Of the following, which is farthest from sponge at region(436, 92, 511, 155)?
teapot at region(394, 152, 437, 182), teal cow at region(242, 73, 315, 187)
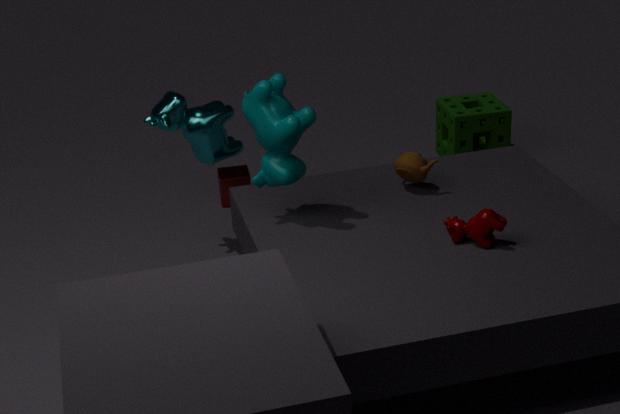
teal cow at region(242, 73, 315, 187)
